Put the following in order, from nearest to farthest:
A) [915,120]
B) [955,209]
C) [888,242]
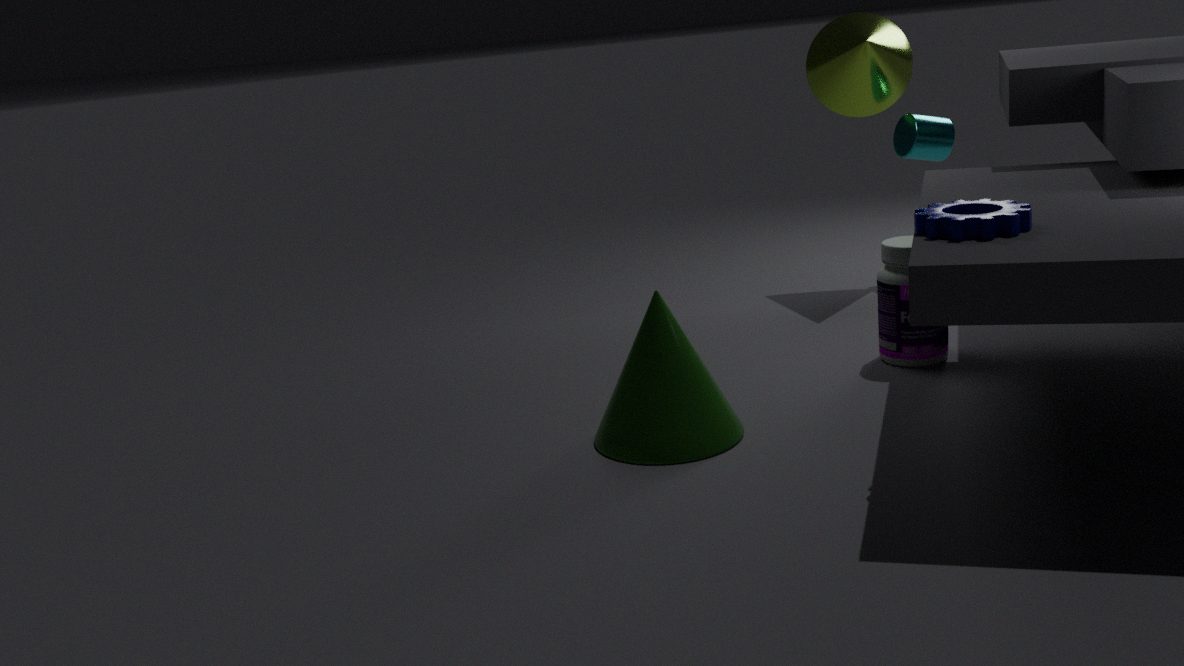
[955,209] < [888,242] < [915,120]
